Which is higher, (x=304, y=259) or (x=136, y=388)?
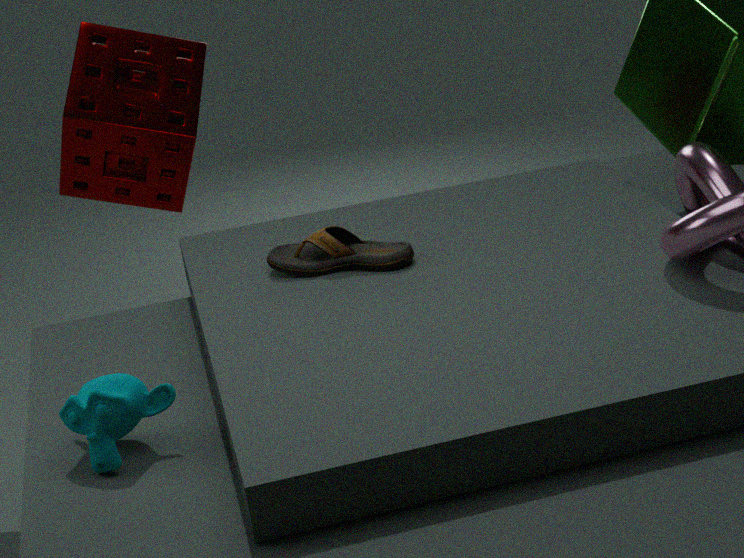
(x=304, y=259)
